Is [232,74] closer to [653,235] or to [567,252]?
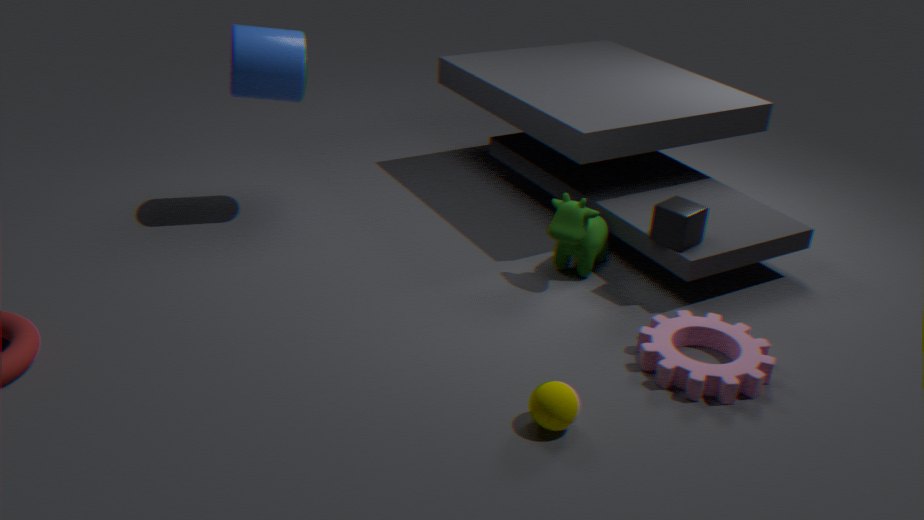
[567,252]
